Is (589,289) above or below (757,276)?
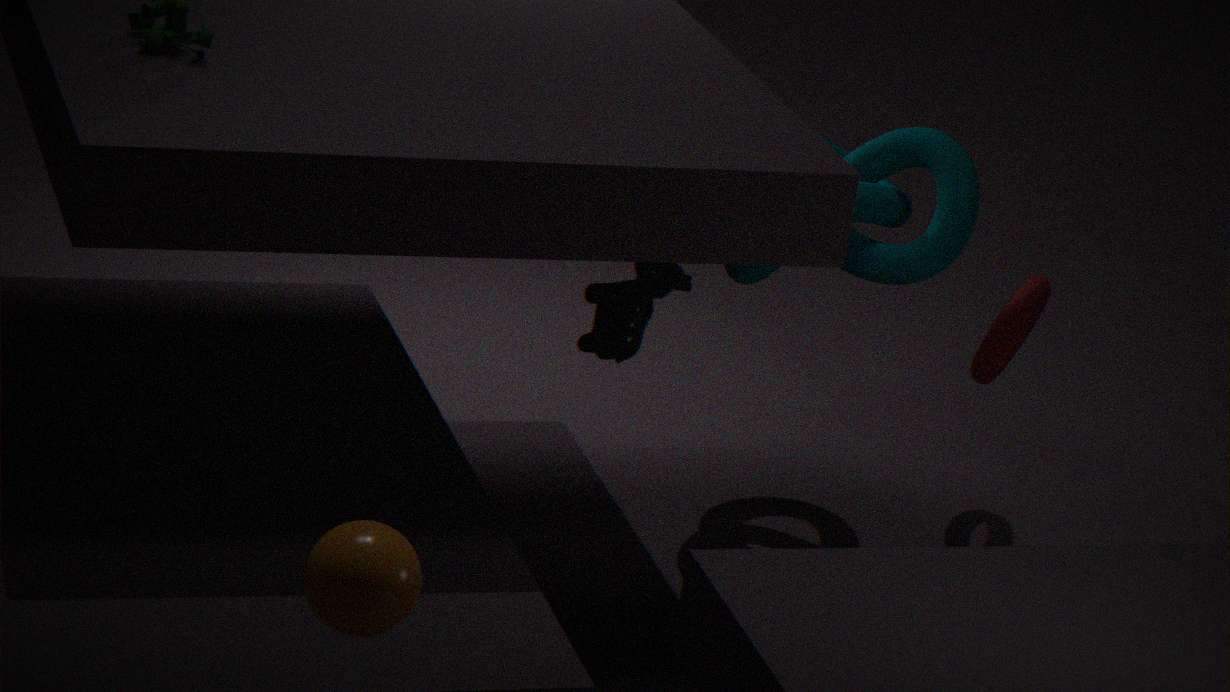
below
